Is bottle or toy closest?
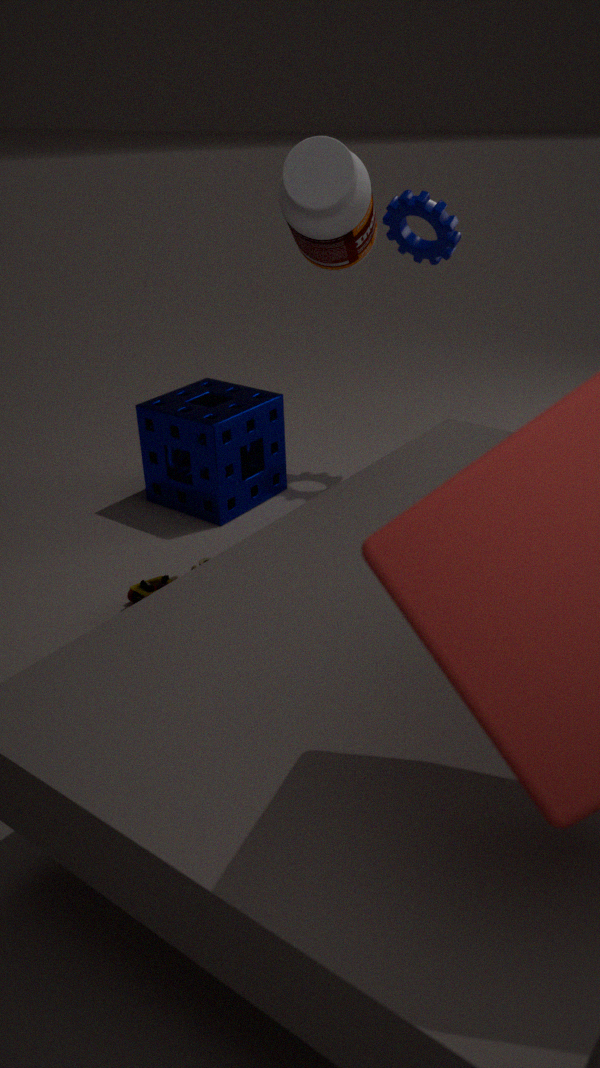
bottle
